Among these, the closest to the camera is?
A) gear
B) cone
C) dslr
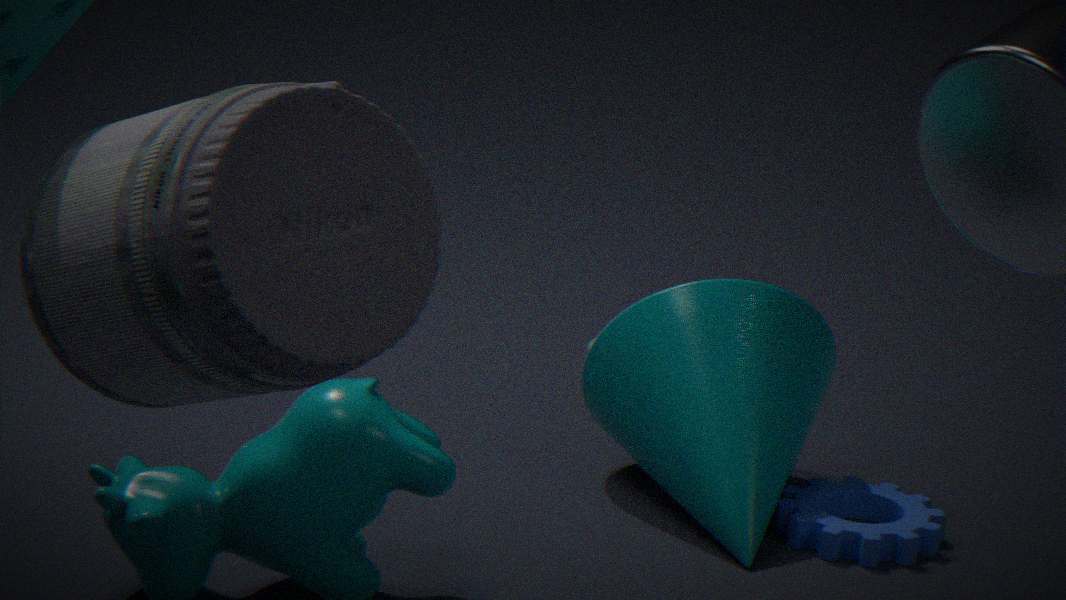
dslr
